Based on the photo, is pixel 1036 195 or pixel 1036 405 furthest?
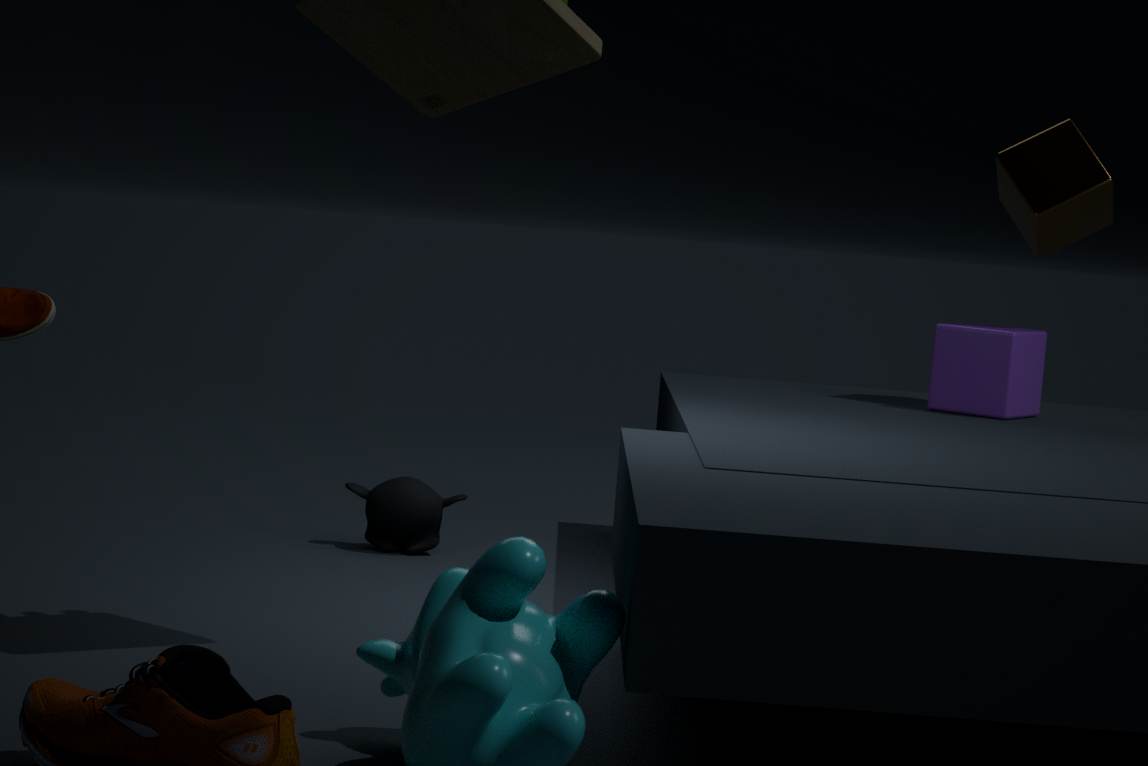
pixel 1036 405
